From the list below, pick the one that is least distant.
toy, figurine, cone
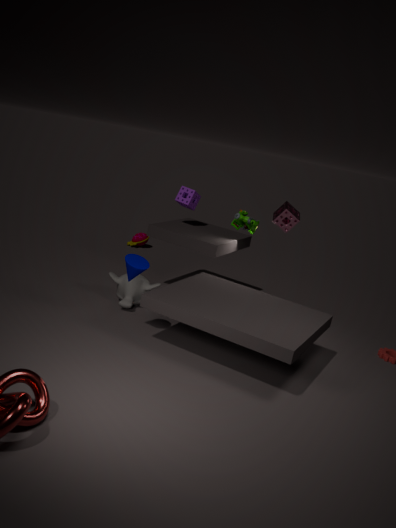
cone
